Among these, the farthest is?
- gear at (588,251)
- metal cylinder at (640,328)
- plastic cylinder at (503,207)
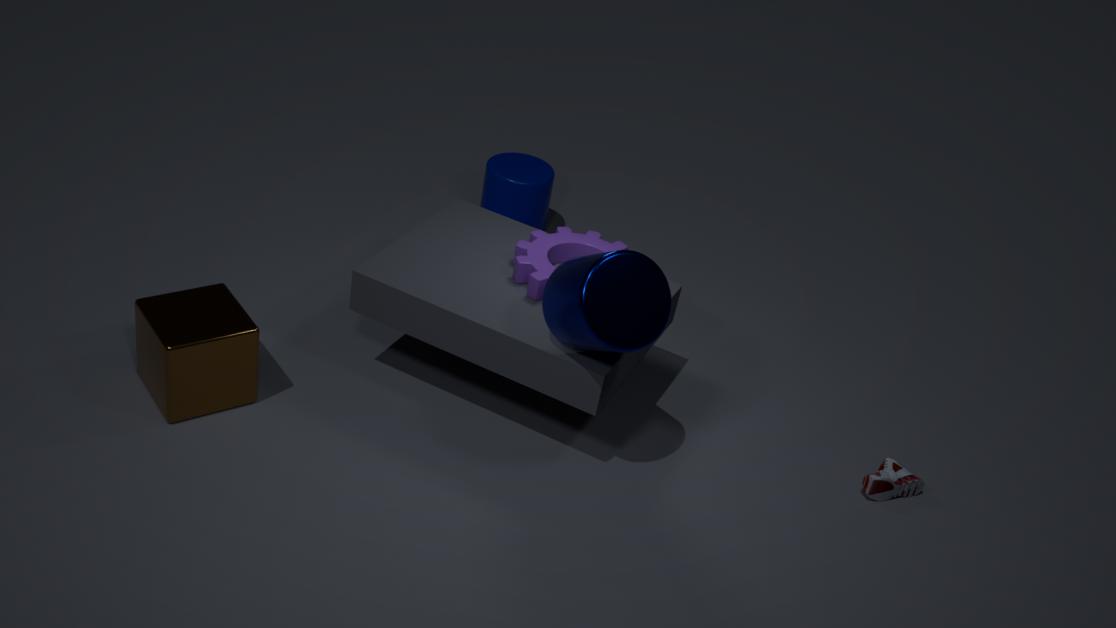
plastic cylinder at (503,207)
